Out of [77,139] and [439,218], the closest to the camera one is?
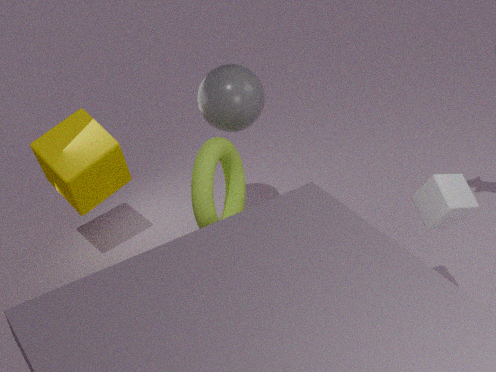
[439,218]
